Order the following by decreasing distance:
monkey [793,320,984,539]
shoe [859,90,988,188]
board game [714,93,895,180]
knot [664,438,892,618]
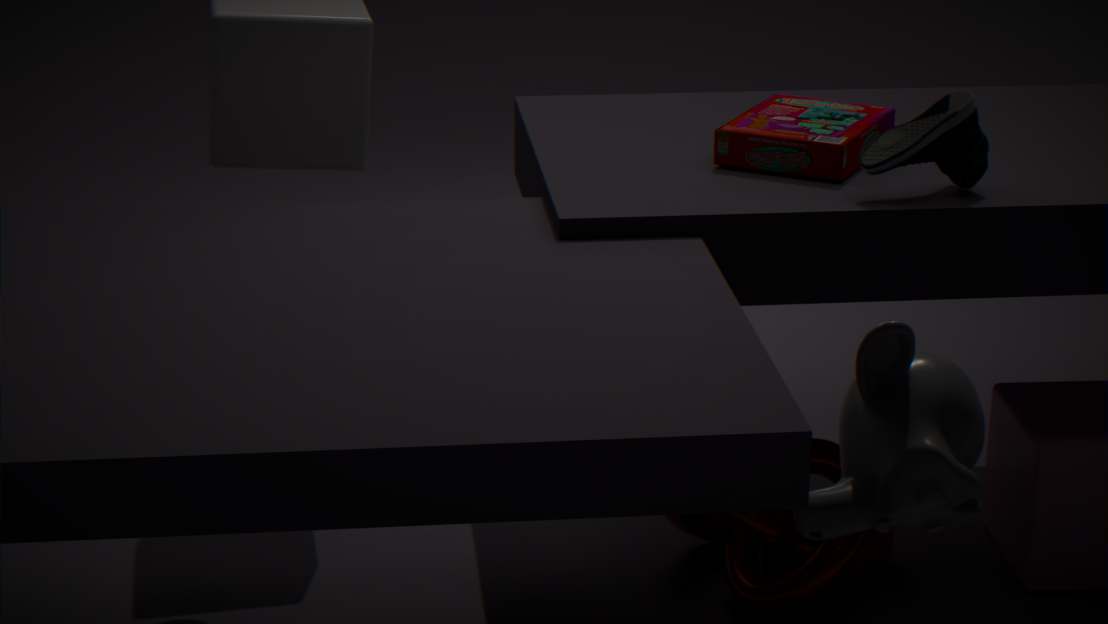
board game [714,93,895,180] → knot [664,438,892,618] → shoe [859,90,988,188] → monkey [793,320,984,539]
